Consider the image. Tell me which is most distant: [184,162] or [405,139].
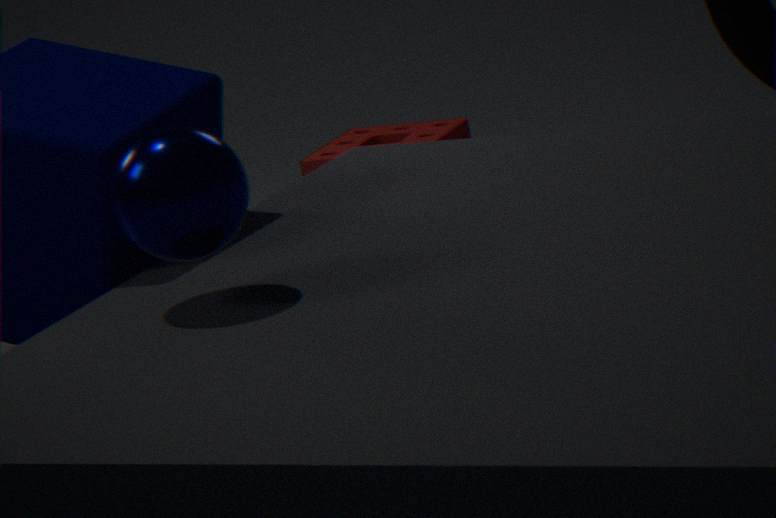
[405,139]
